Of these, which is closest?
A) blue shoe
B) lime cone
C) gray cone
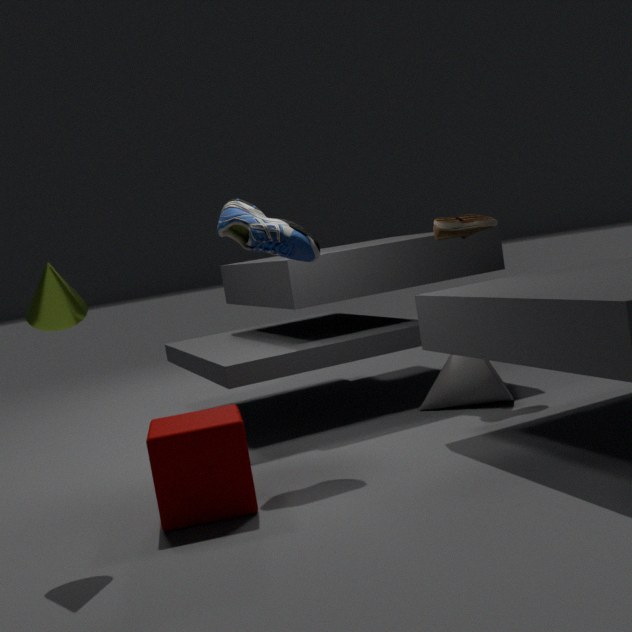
lime cone
